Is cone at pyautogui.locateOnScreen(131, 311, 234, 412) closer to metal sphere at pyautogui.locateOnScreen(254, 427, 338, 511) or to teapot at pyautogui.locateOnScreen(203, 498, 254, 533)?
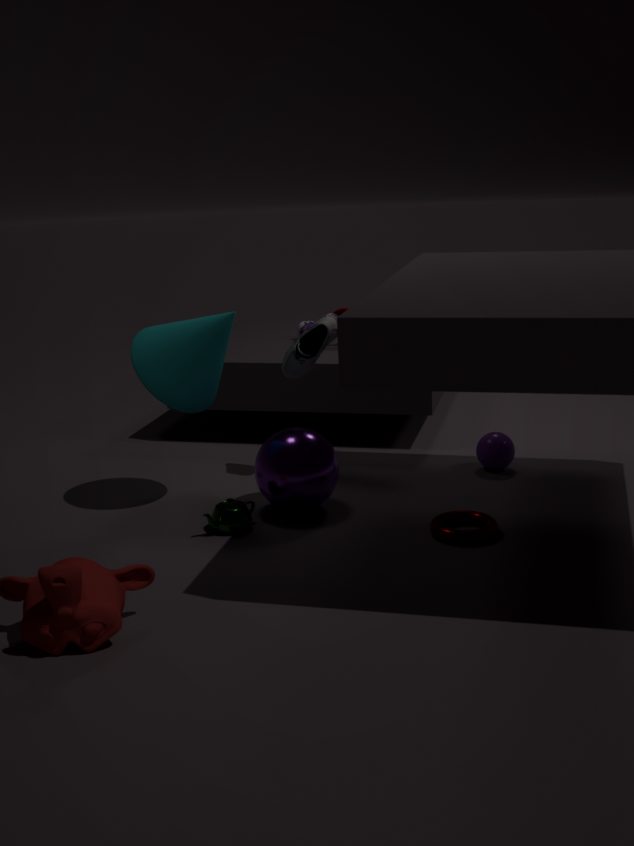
metal sphere at pyautogui.locateOnScreen(254, 427, 338, 511)
